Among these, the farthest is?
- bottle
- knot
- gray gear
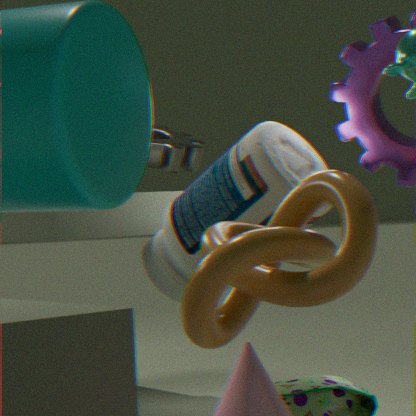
gray gear
